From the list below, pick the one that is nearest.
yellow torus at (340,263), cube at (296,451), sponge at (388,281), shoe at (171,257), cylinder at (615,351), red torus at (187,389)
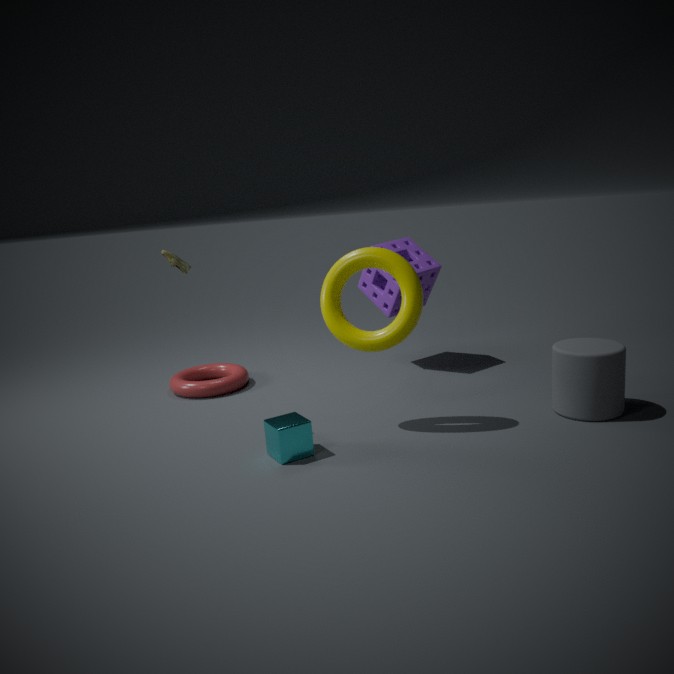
cube at (296,451)
